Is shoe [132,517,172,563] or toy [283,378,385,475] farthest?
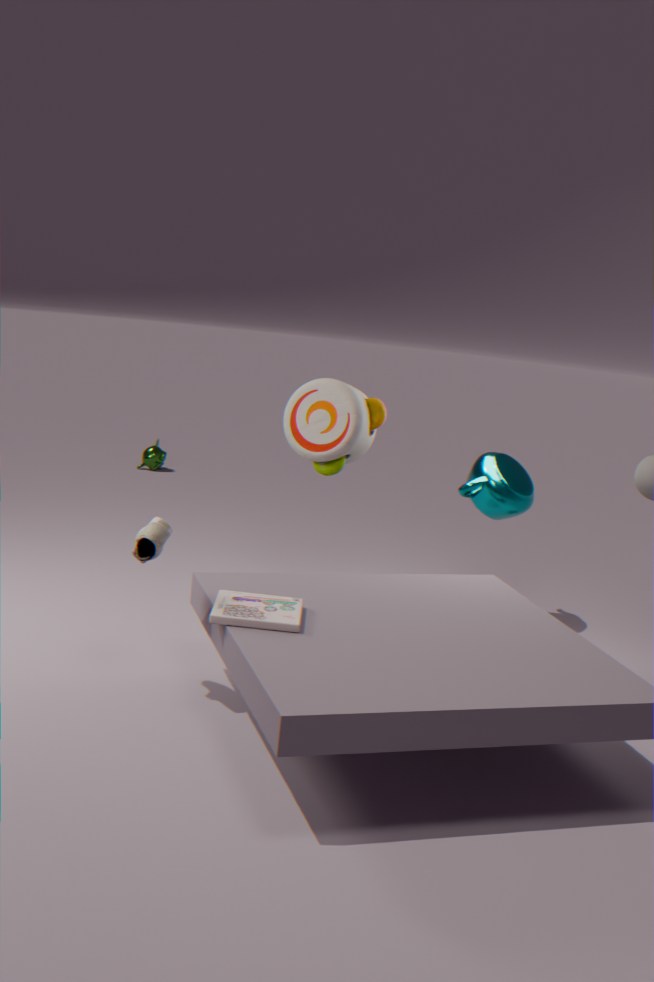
toy [283,378,385,475]
